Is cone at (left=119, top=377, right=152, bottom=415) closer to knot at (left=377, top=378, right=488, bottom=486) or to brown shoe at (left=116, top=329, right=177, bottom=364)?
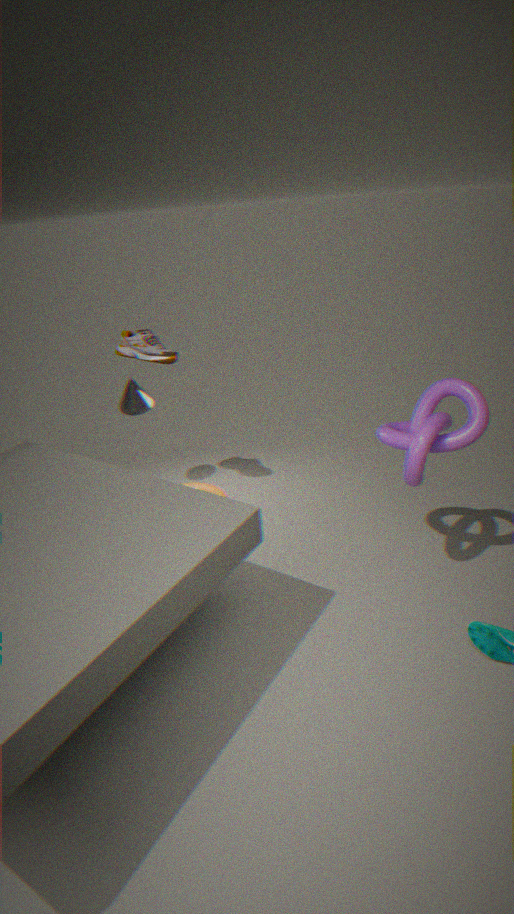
brown shoe at (left=116, top=329, right=177, bottom=364)
